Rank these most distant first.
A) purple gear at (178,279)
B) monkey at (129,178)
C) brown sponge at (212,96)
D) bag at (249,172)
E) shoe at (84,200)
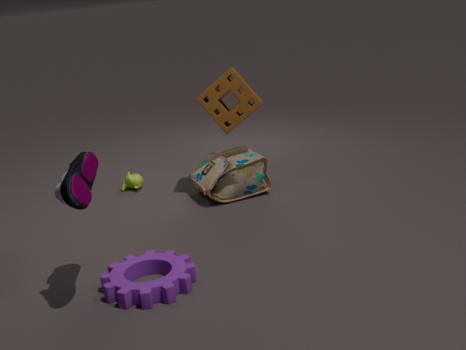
monkey at (129,178) < bag at (249,172) < brown sponge at (212,96) < purple gear at (178,279) < shoe at (84,200)
